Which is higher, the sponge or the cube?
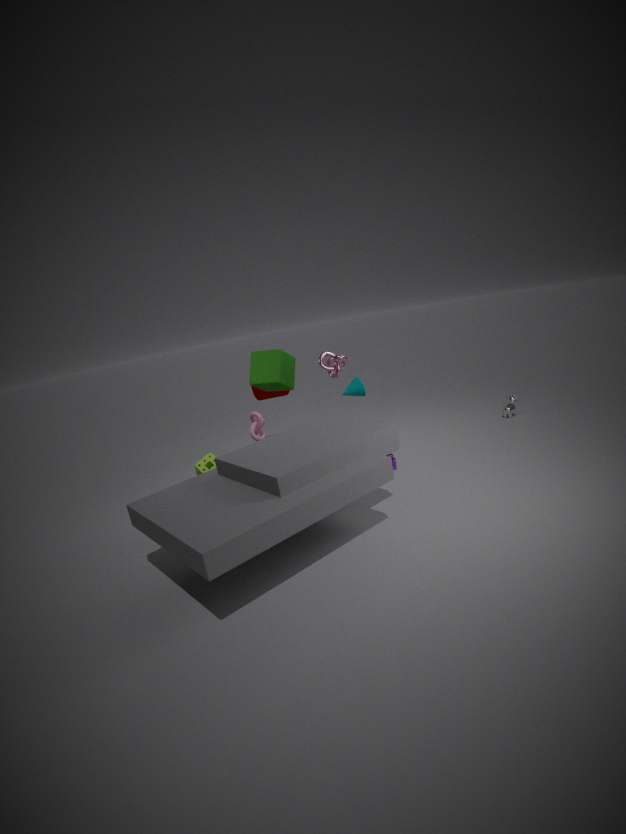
the cube
